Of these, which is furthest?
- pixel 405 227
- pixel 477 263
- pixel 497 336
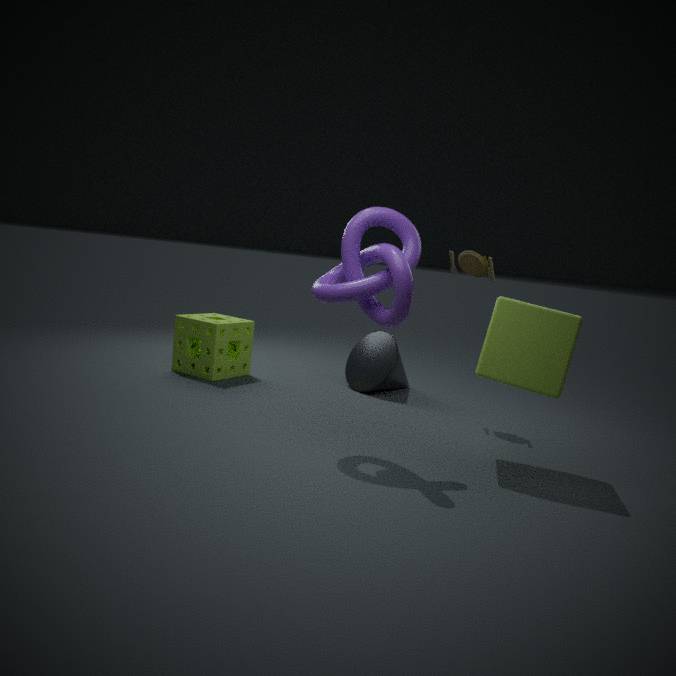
pixel 477 263
